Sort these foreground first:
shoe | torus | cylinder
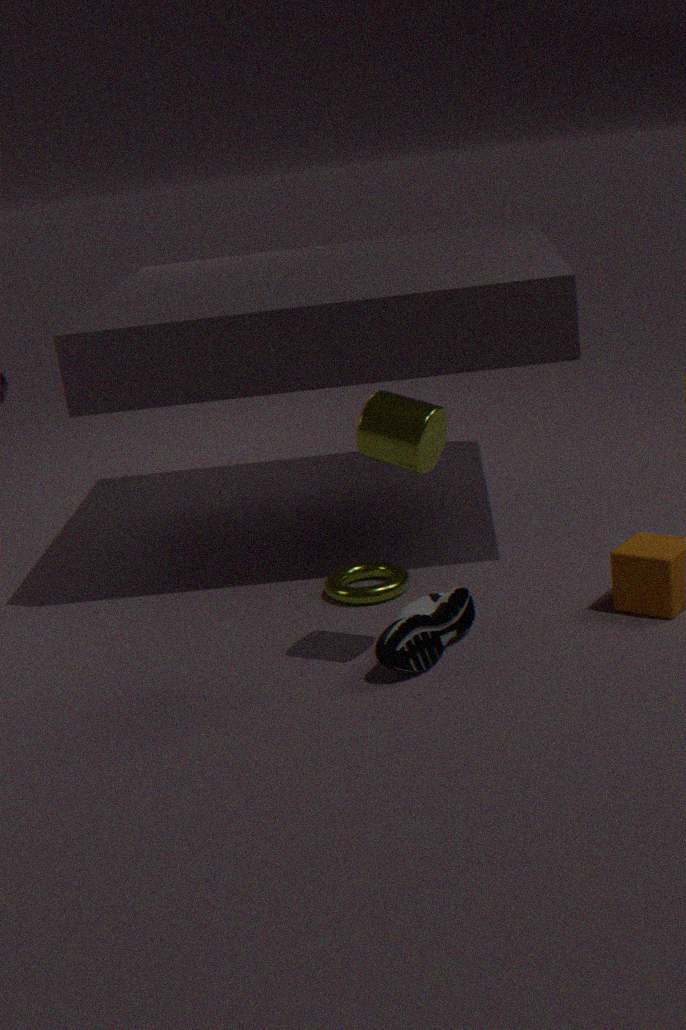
cylinder → shoe → torus
